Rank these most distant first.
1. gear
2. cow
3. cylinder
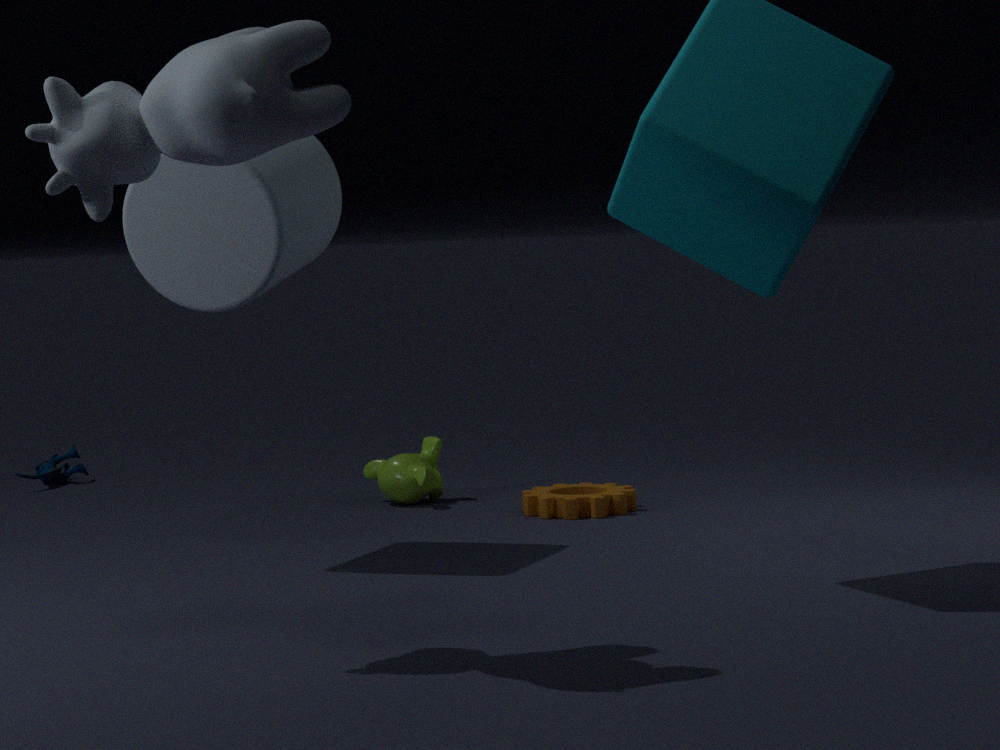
gear, cylinder, cow
